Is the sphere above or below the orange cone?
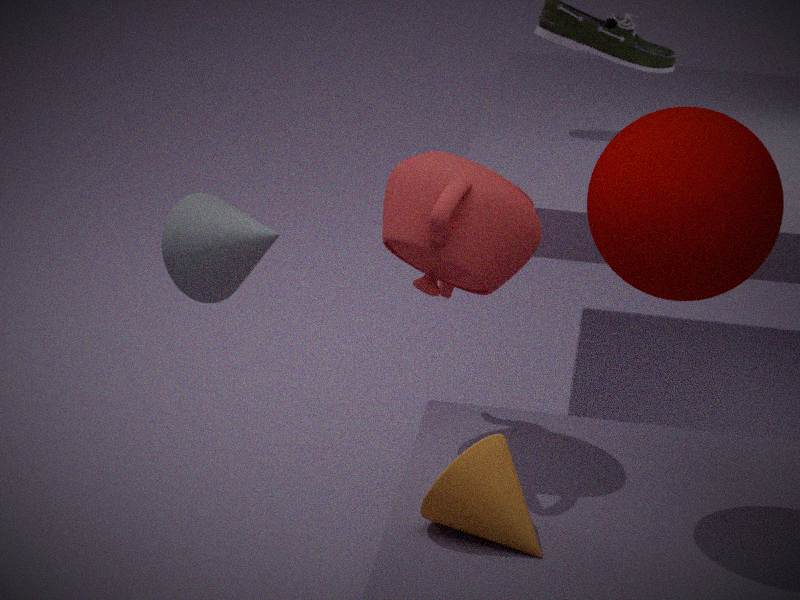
above
